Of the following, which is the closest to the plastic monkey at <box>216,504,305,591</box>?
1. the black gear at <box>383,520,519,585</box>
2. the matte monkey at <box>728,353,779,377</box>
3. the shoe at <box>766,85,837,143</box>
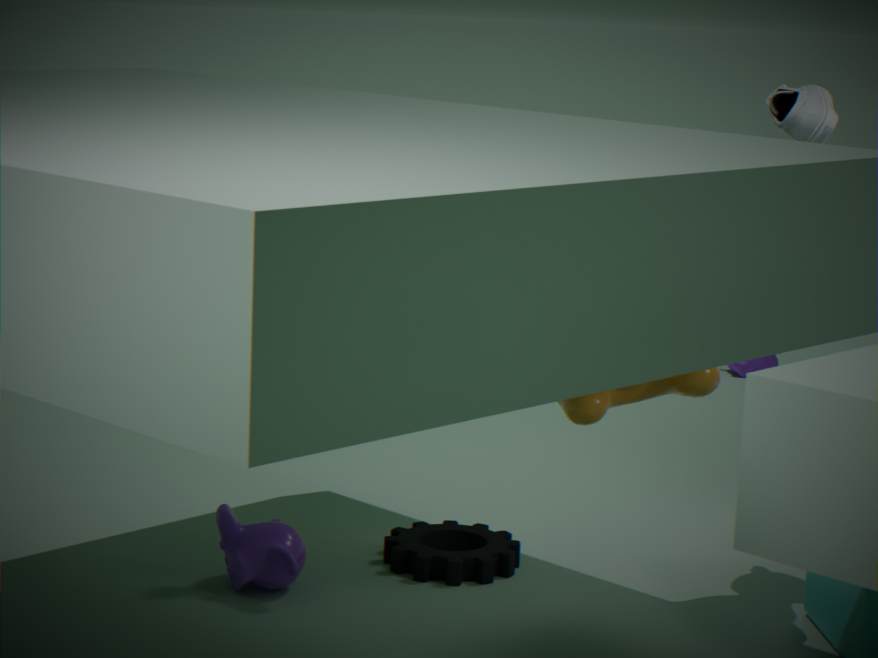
the black gear at <box>383,520,519,585</box>
